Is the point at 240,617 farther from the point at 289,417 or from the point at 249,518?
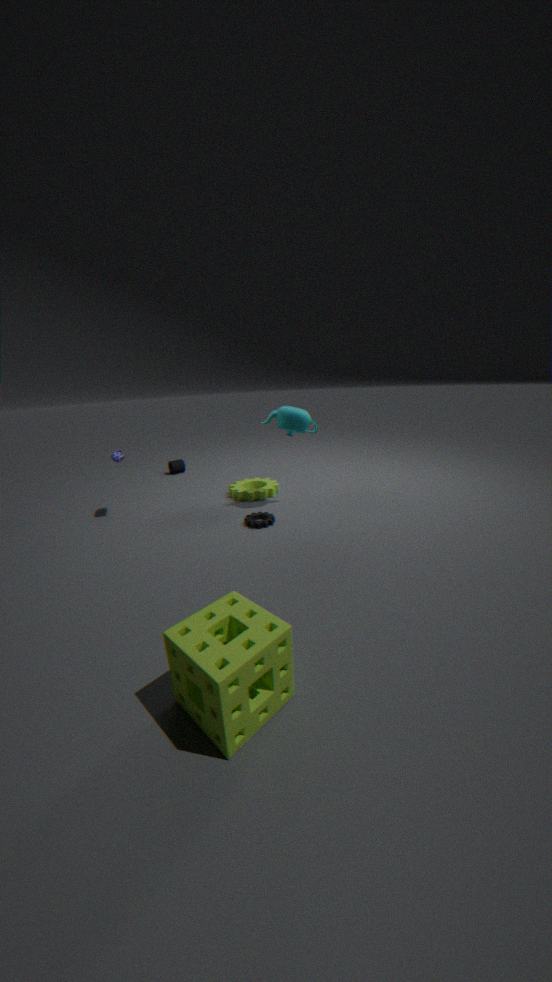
the point at 289,417
